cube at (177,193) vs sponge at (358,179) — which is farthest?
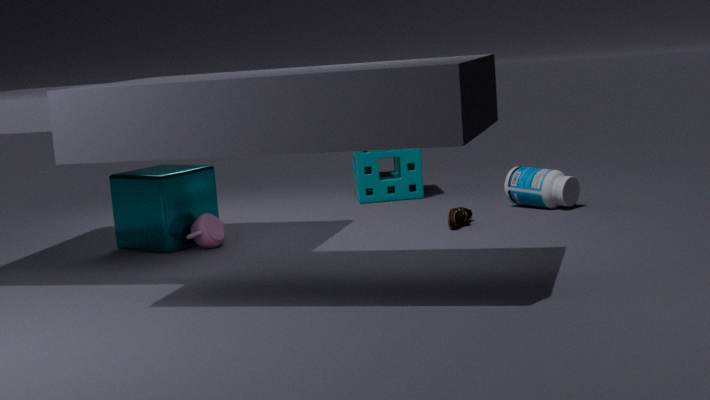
sponge at (358,179)
